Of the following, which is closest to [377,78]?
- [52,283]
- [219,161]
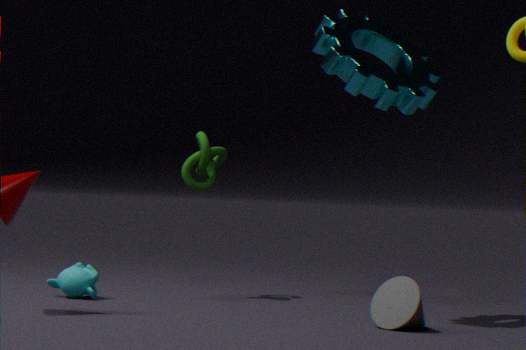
[219,161]
